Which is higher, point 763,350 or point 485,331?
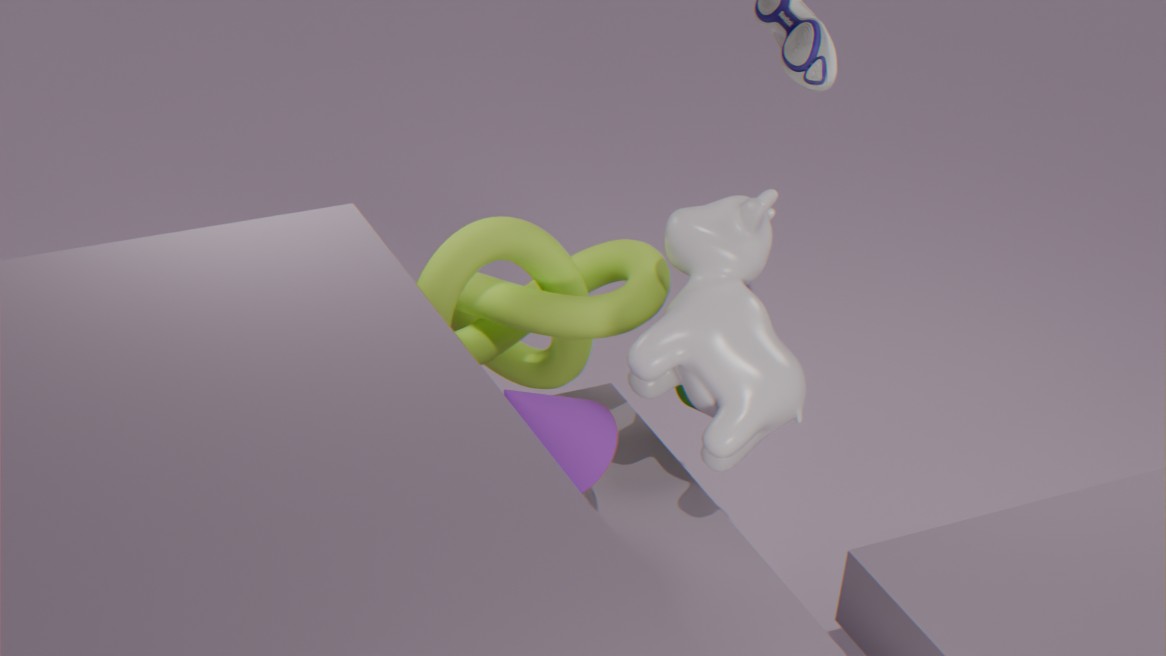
point 763,350
